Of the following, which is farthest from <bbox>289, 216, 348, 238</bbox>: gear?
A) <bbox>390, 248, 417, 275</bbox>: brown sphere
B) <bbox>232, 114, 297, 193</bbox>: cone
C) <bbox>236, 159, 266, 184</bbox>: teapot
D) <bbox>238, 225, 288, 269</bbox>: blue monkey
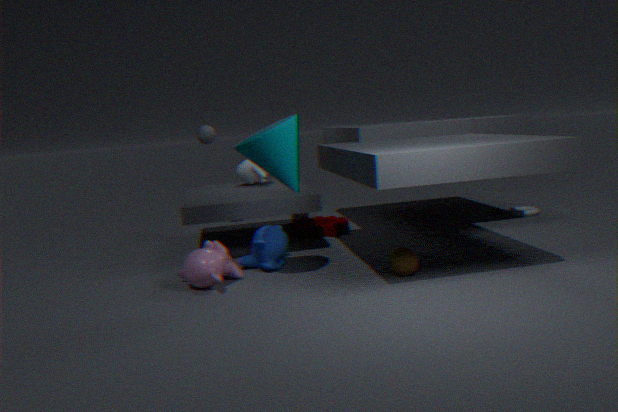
<bbox>232, 114, 297, 193</bbox>: cone
